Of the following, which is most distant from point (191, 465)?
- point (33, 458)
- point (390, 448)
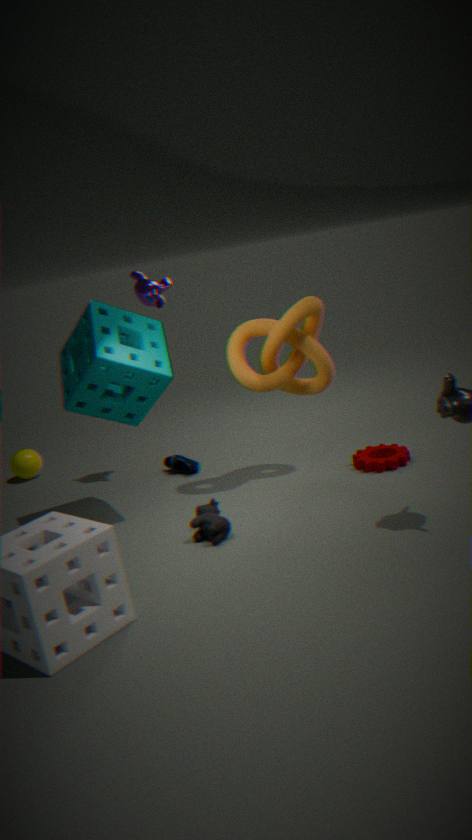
point (390, 448)
